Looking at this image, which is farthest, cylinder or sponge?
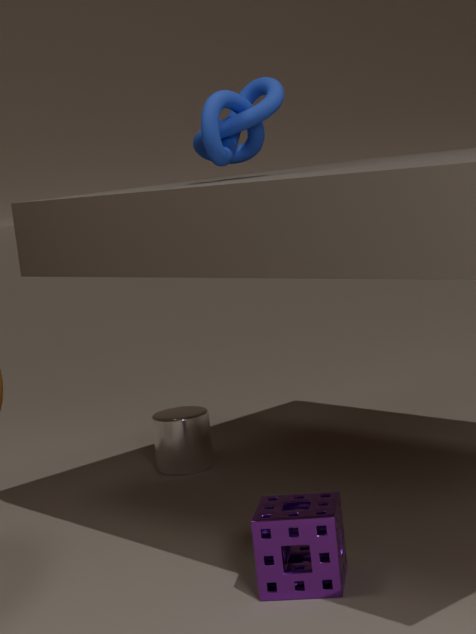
cylinder
